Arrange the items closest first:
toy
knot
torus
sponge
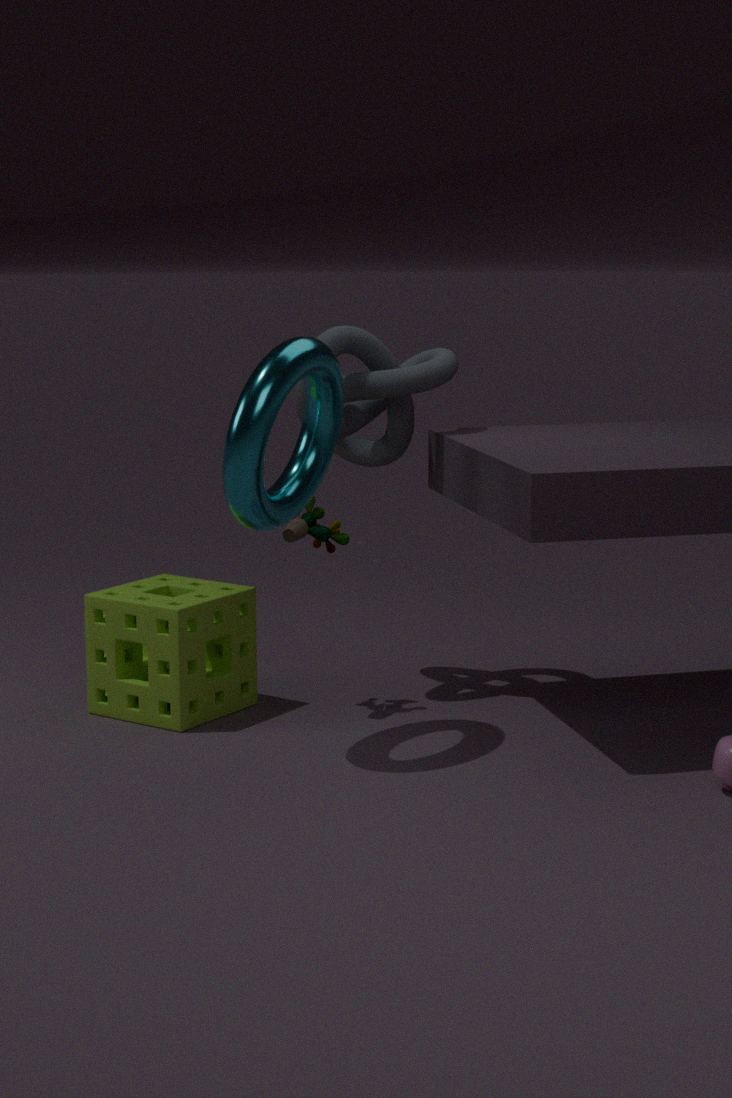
torus < sponge < toy < knot
